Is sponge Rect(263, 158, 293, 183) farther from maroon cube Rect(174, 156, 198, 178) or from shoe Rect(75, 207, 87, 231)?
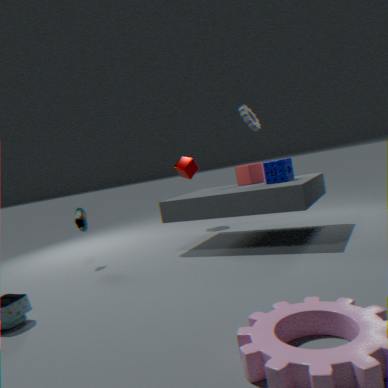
shoe Rect(75, 207, 87, 231)
